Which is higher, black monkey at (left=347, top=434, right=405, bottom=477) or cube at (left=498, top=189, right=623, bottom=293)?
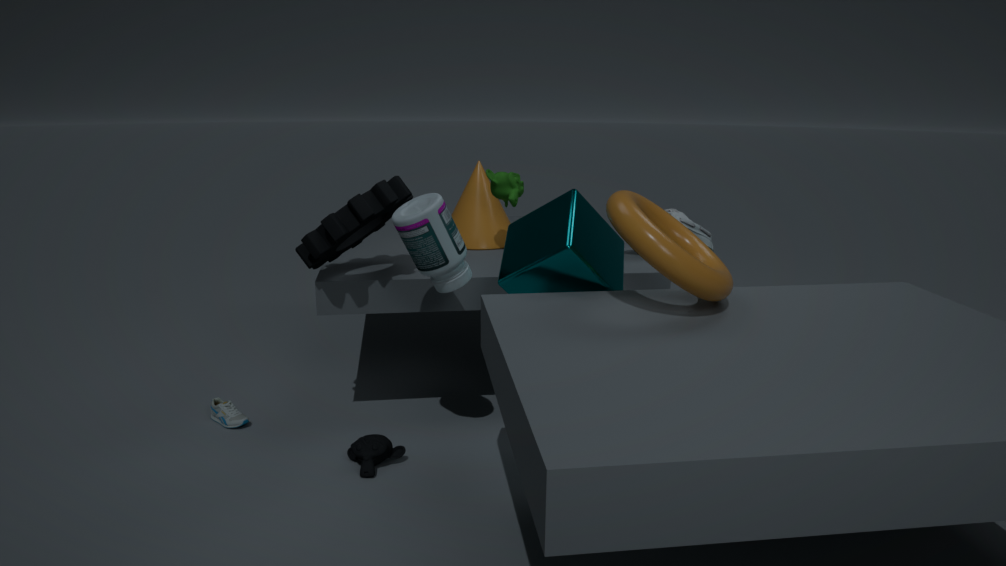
cube at (left=498, top=189, right=623, bottom=293)
